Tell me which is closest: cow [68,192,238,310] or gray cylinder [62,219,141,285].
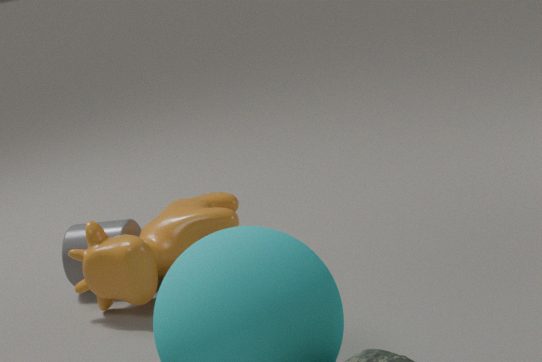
cow [68,192,238,310]
